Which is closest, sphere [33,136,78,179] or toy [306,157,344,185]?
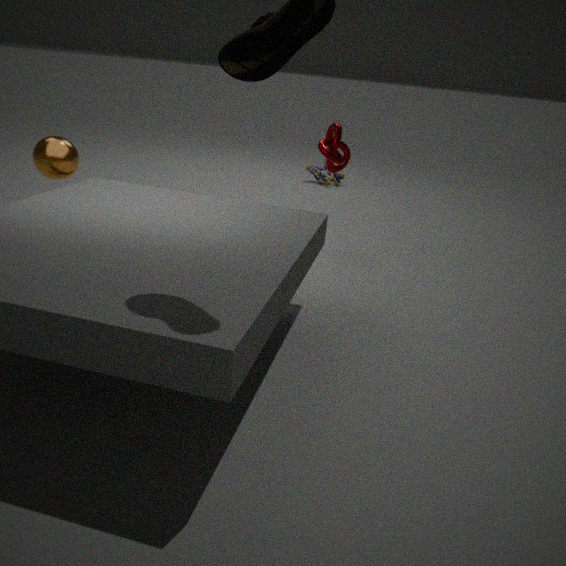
sphere [33,136,78,179]
